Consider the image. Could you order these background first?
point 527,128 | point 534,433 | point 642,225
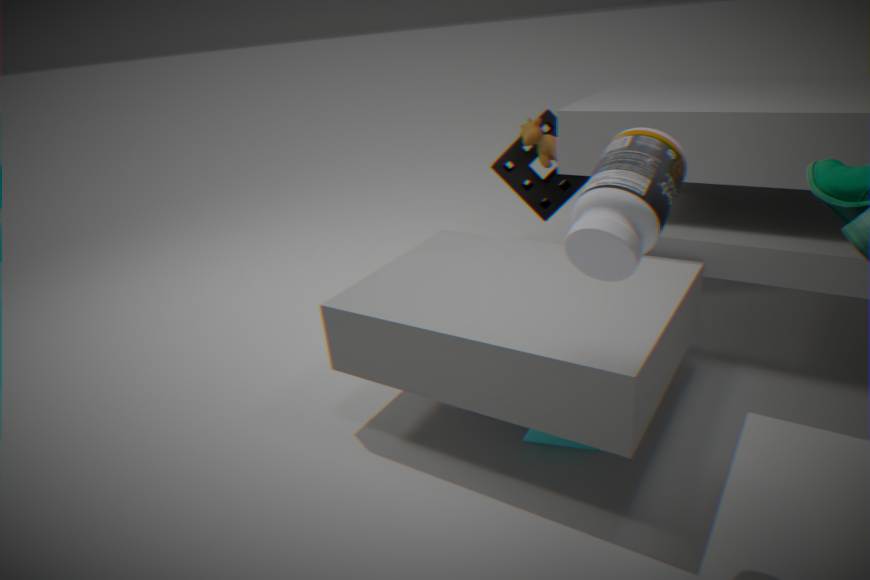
point 527,128
point 534,433
point 642,225
